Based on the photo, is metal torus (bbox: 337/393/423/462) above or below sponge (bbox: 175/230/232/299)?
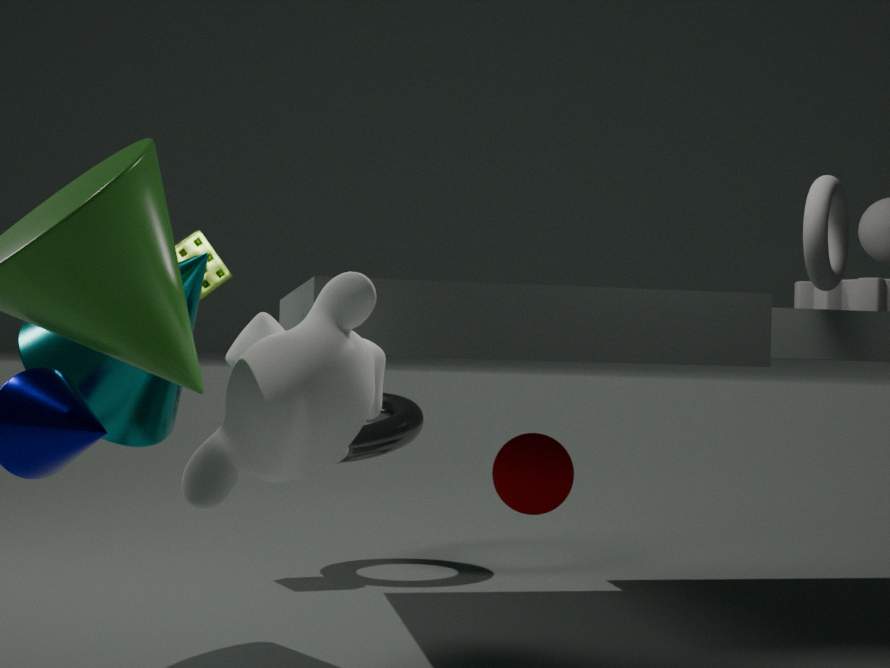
below
